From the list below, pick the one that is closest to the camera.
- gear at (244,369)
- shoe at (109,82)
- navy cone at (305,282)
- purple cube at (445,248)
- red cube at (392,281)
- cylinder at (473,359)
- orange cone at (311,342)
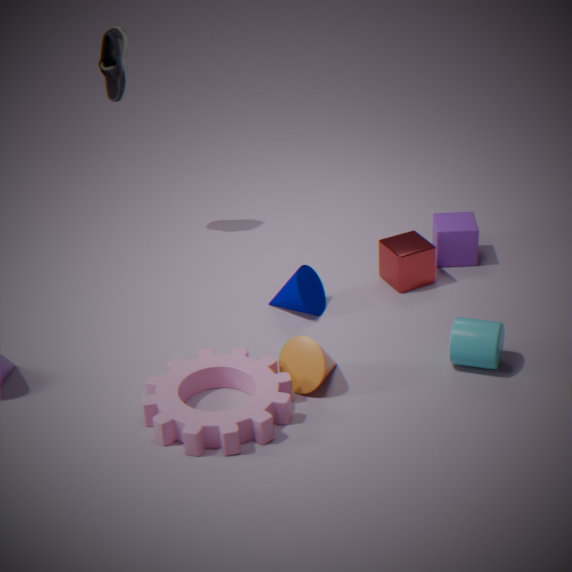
gear at (244,369)
